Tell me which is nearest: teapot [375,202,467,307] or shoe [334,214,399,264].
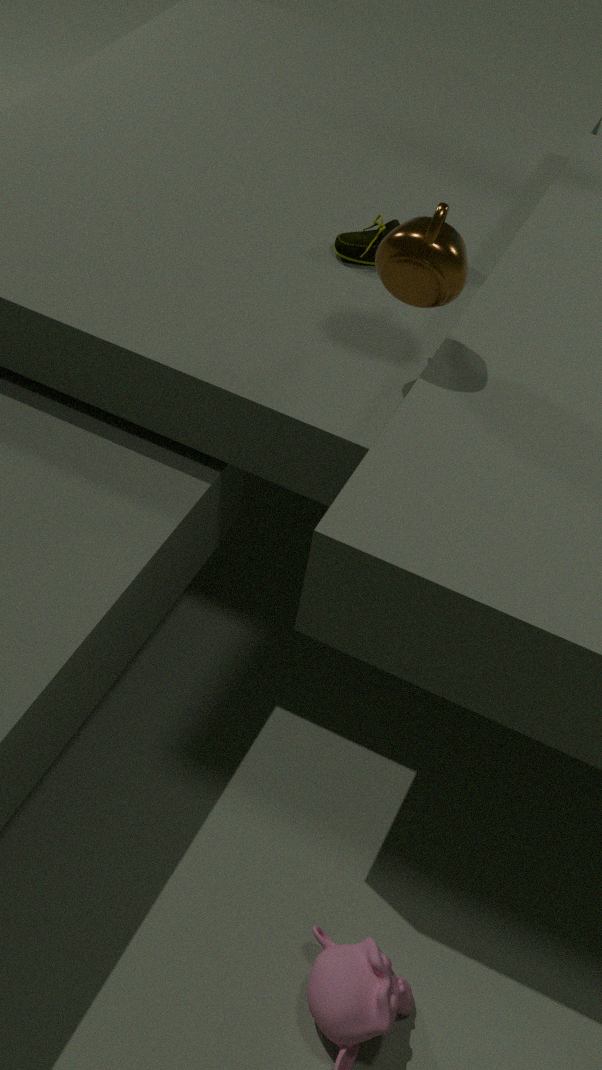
teapot [375,202,467,307]
